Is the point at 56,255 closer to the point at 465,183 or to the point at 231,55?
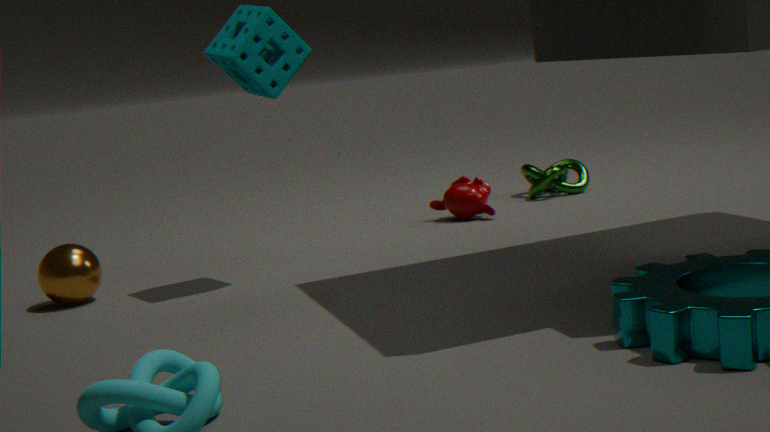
the point at 231,55
